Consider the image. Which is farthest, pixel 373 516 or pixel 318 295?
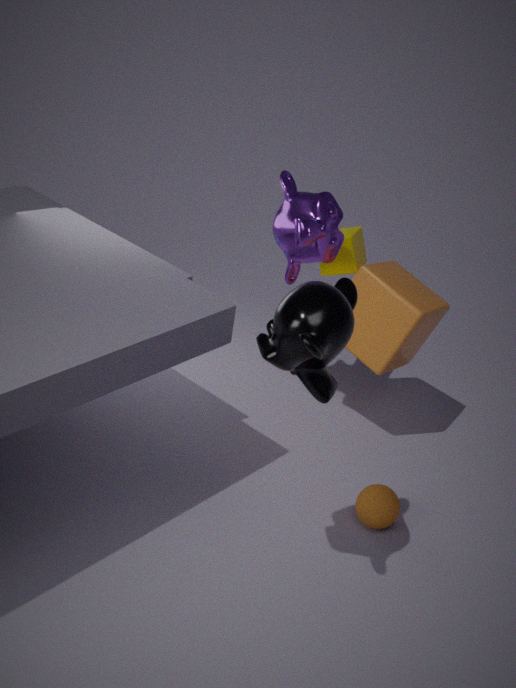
pixel 373 516
